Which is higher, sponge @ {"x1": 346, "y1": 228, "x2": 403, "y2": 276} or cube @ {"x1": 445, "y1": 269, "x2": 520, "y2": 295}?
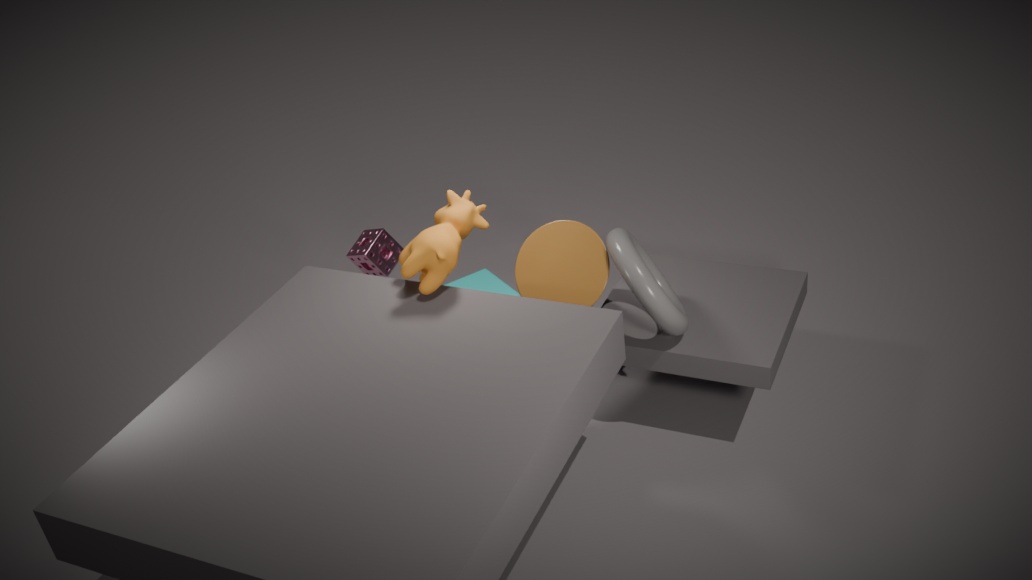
sponge @ {"x1": 346, "y1": 228, "x2": 403, "y2": 276}
